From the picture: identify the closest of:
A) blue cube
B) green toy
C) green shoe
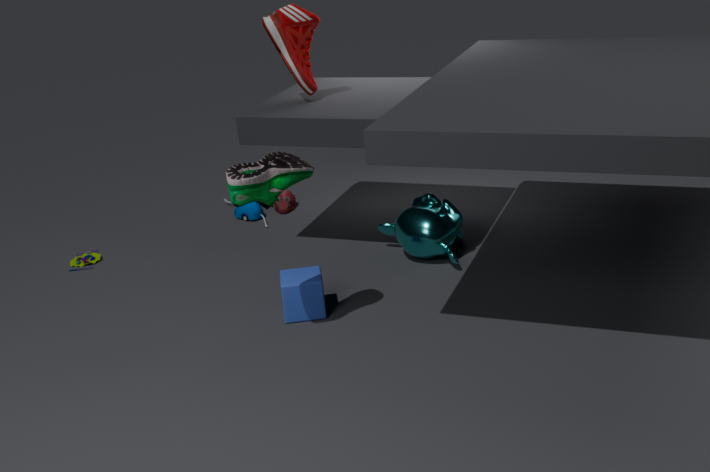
green shoe
